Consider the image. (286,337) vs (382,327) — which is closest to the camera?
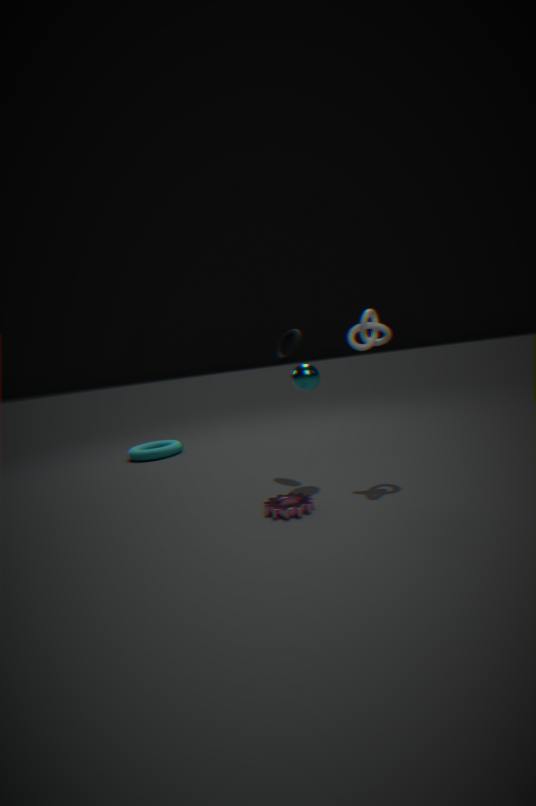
(382,327)
